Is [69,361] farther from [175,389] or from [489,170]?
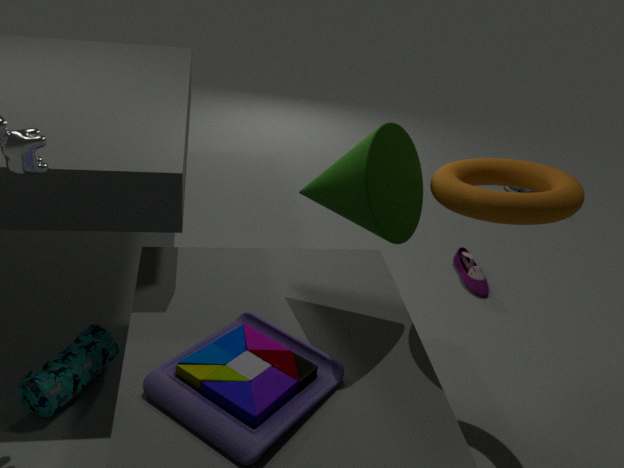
[489,170]
